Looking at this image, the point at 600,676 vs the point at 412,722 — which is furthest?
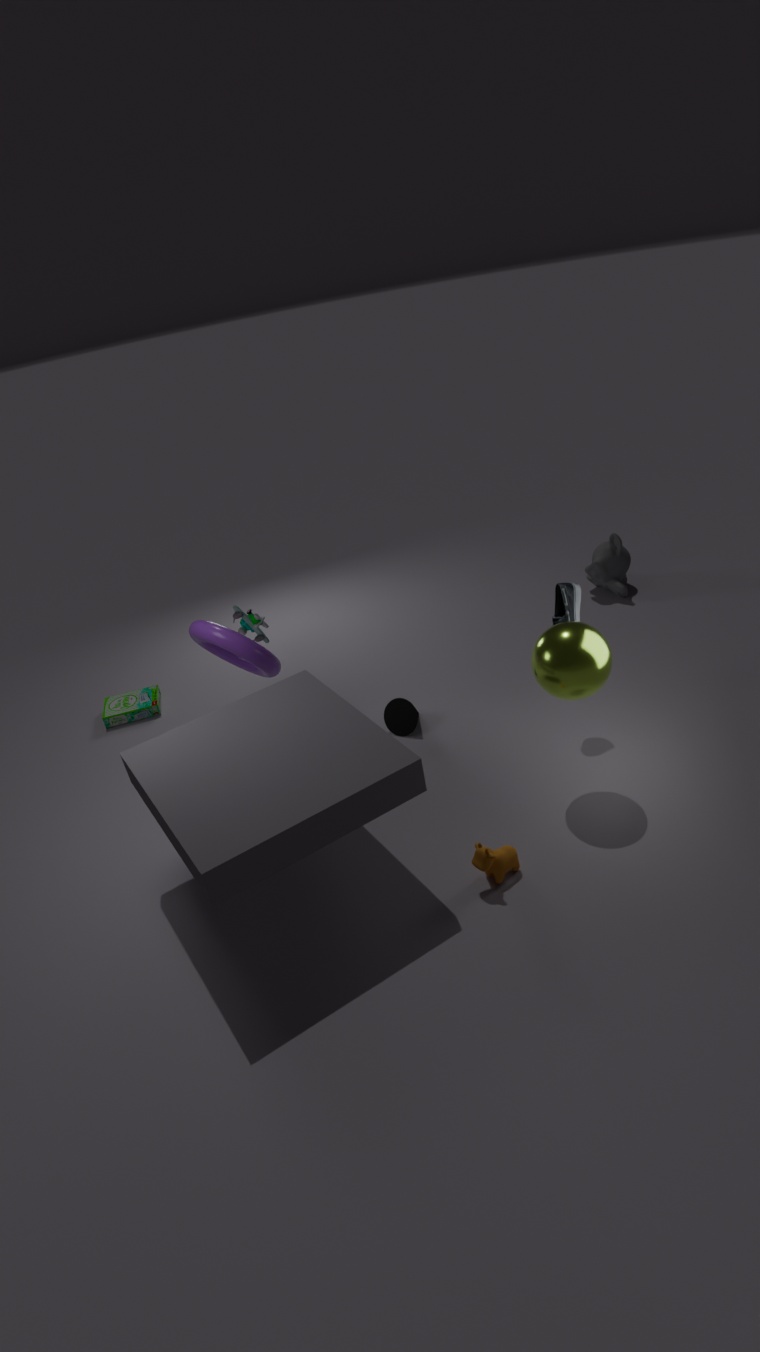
the point at 412,722
